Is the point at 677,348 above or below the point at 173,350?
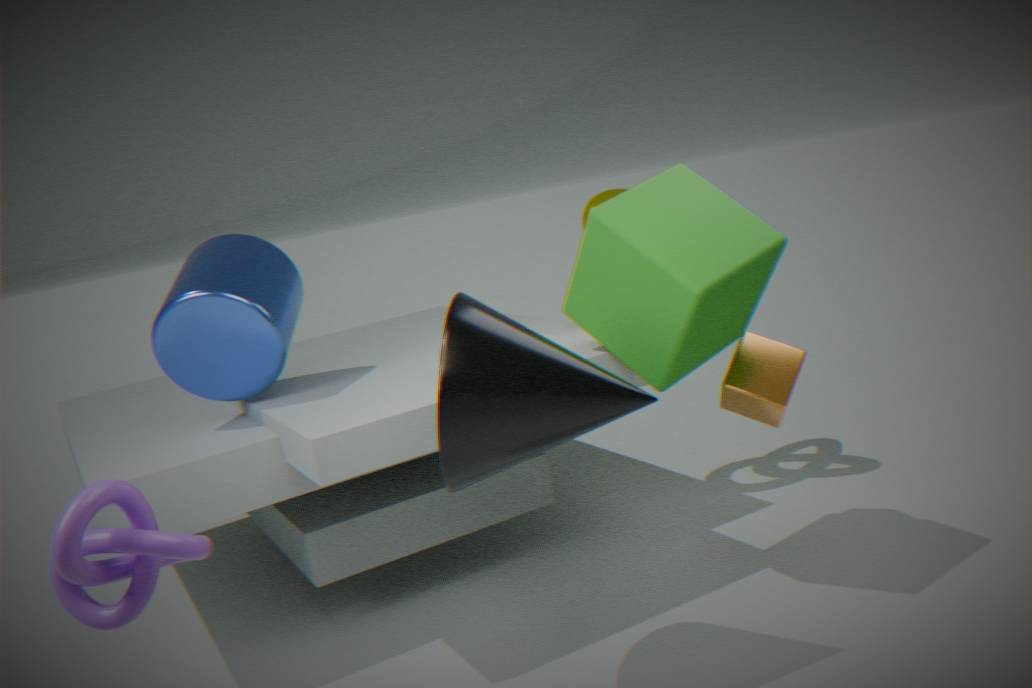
below
